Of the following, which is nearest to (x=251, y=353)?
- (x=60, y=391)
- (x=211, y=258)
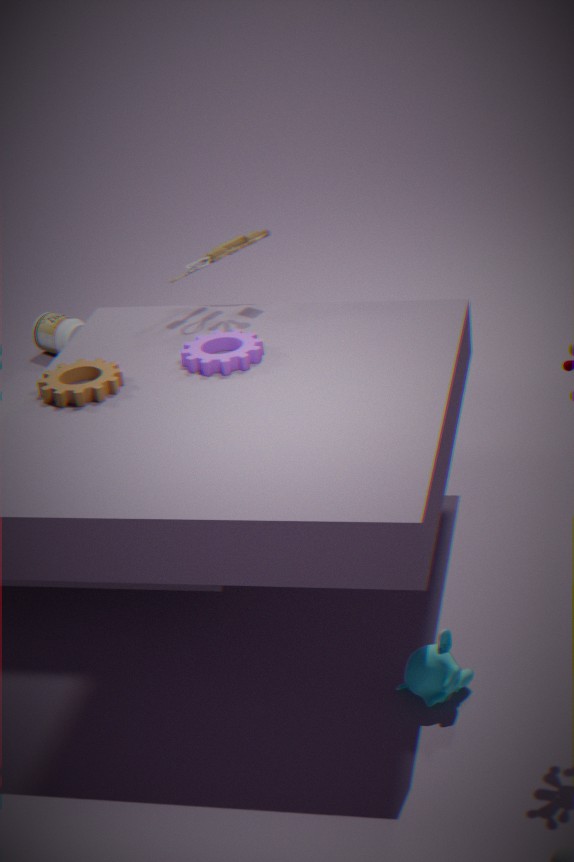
(x=60, y=391)
